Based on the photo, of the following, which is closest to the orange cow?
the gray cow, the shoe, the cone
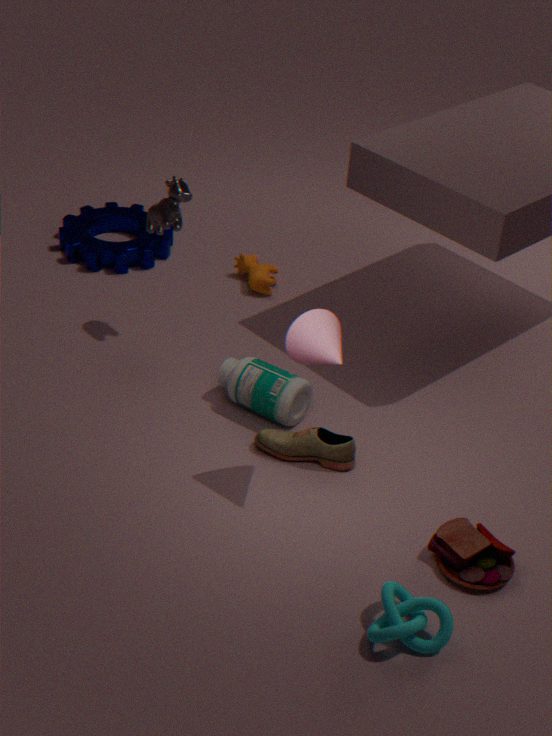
the gray cow
